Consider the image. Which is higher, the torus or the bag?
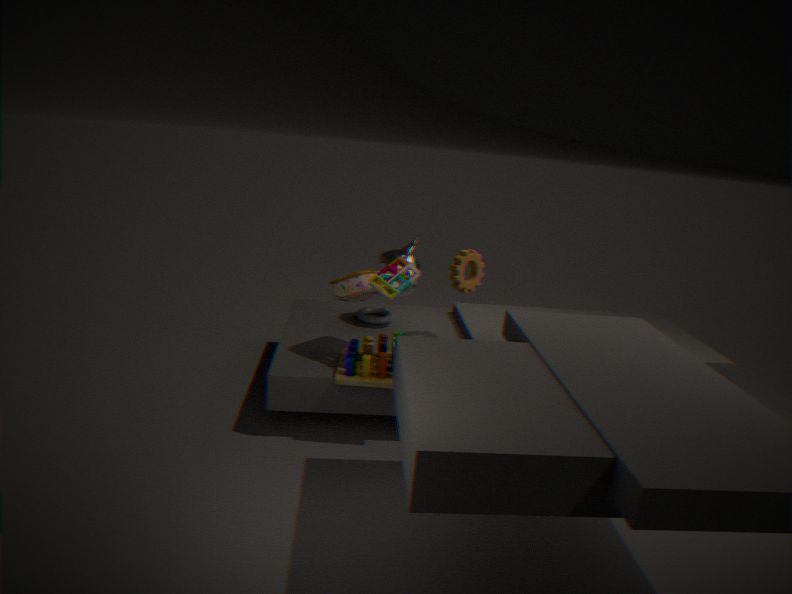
the bag
